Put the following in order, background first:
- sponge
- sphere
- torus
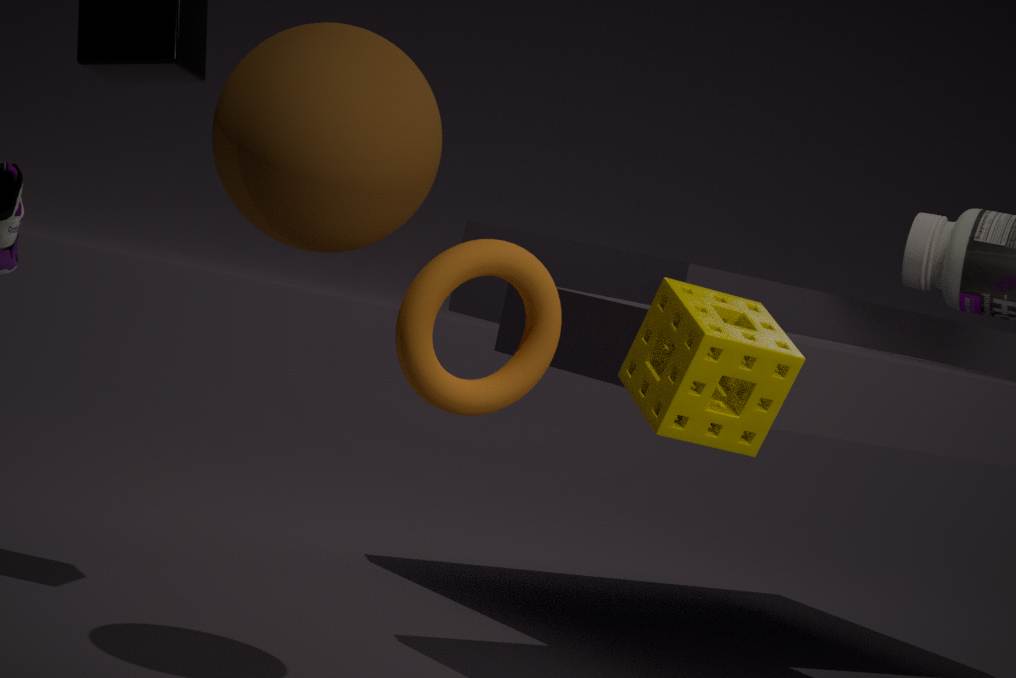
sphere
sponge
torus
